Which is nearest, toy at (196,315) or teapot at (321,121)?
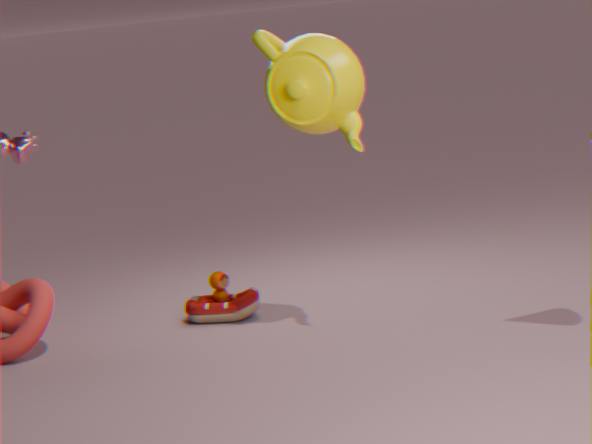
teapot at (321,121)
